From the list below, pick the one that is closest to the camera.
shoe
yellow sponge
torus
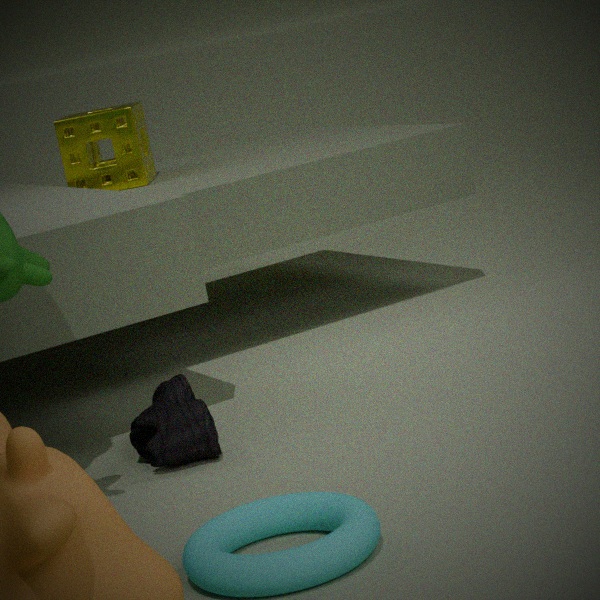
torus
